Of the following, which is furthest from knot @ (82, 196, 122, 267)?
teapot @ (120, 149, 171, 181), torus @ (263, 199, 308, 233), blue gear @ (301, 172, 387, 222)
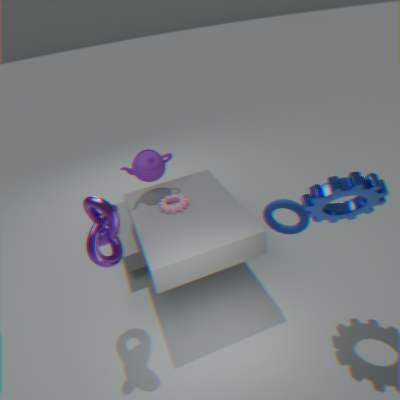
blue gear @ (301, 172, 387, 222)
